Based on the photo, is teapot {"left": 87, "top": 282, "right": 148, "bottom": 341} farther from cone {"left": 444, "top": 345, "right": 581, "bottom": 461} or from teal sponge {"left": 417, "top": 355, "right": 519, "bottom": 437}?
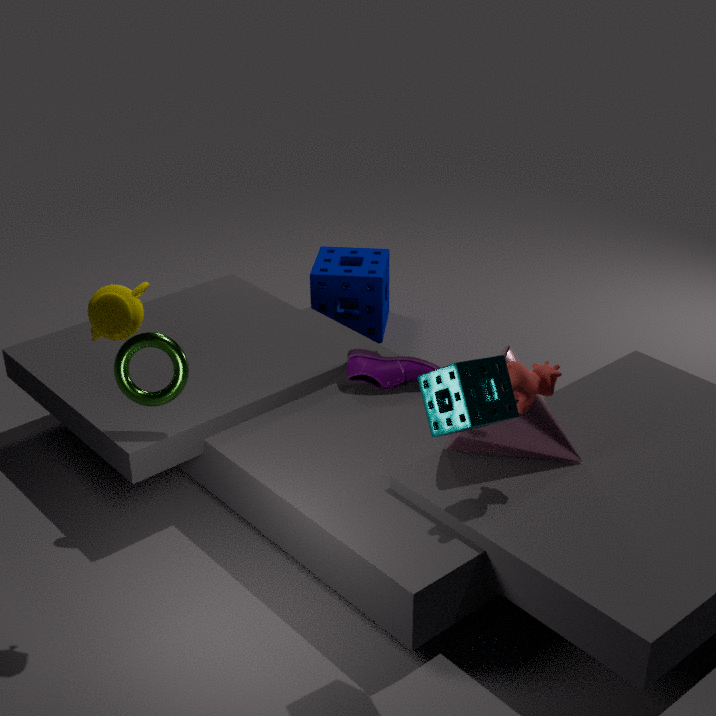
cone {"left": 444, "top": 345, "right": 581, "bottom": 461}
